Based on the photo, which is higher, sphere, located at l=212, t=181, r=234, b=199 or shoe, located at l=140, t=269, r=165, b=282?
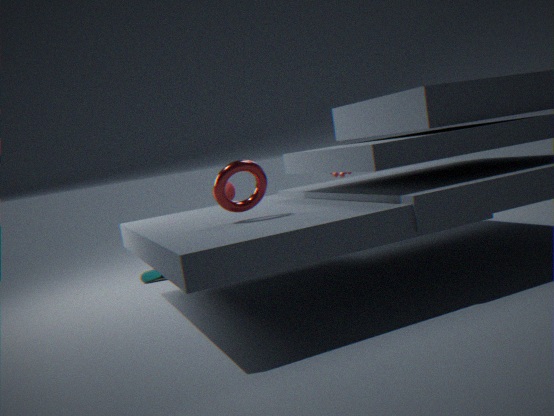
sphere, located at l=212, t=181, r=234, b=199
